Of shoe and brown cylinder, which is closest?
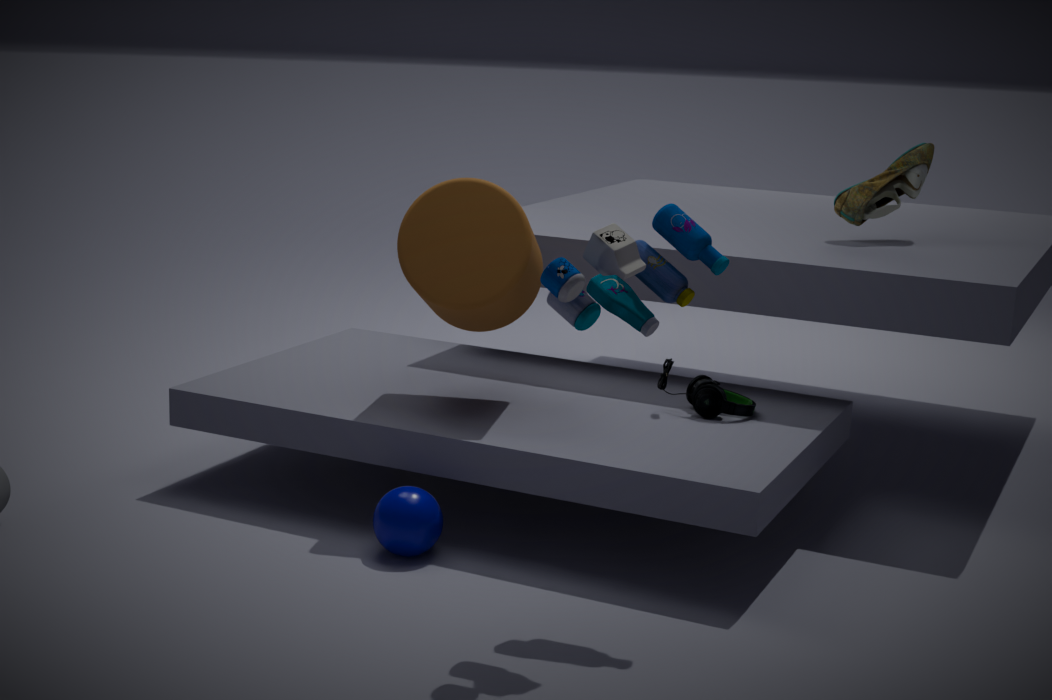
brown cylinder
